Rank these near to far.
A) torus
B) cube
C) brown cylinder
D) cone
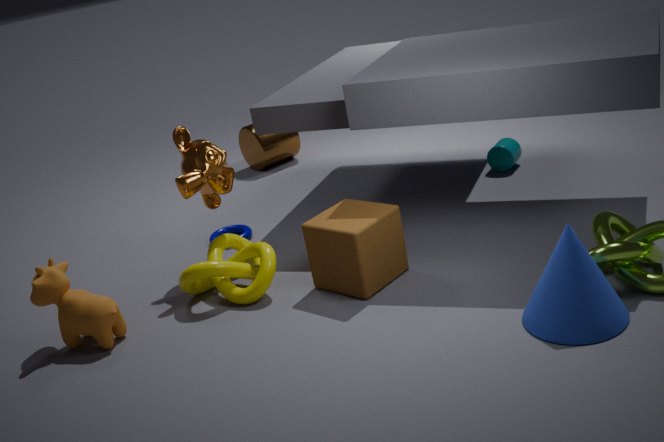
1. cone
2. cube
3. torus
4. brown cylinder
